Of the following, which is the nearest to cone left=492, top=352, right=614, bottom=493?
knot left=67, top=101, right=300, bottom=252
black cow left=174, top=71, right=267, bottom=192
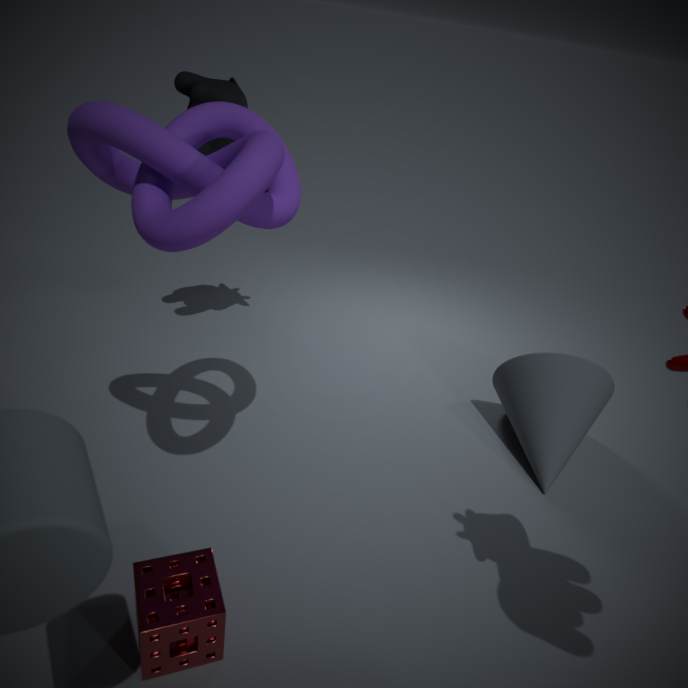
knot left=67, top=101, right=300, bottom=252
